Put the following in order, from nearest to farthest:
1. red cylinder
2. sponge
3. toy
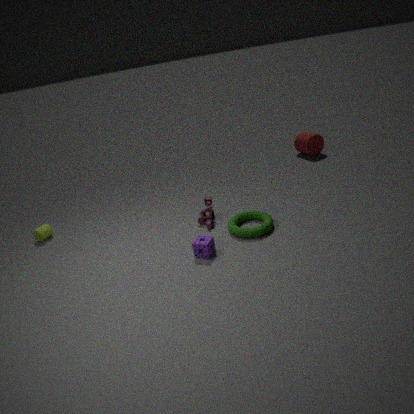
A: sponge < toy < red cylinder
